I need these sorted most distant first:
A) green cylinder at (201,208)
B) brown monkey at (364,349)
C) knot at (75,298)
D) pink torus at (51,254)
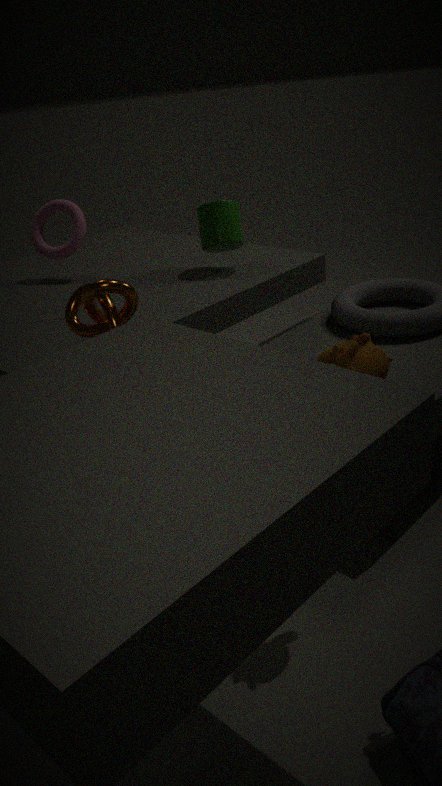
pink torus at (51,254) < green cylinder at (201,208) < knot at (75,298) < brown monkey at (364,349)
